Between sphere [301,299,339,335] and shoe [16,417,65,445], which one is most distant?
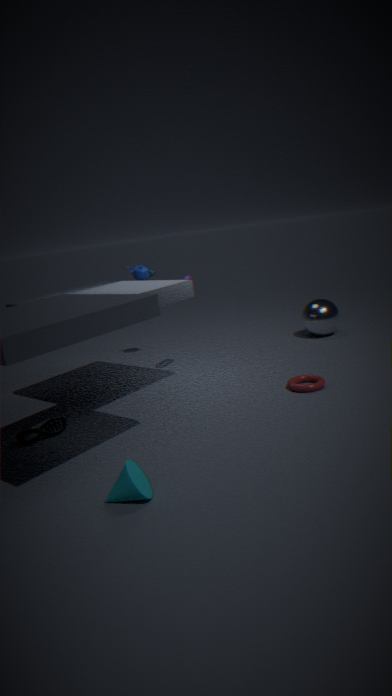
sphere [301,299,339,335]
